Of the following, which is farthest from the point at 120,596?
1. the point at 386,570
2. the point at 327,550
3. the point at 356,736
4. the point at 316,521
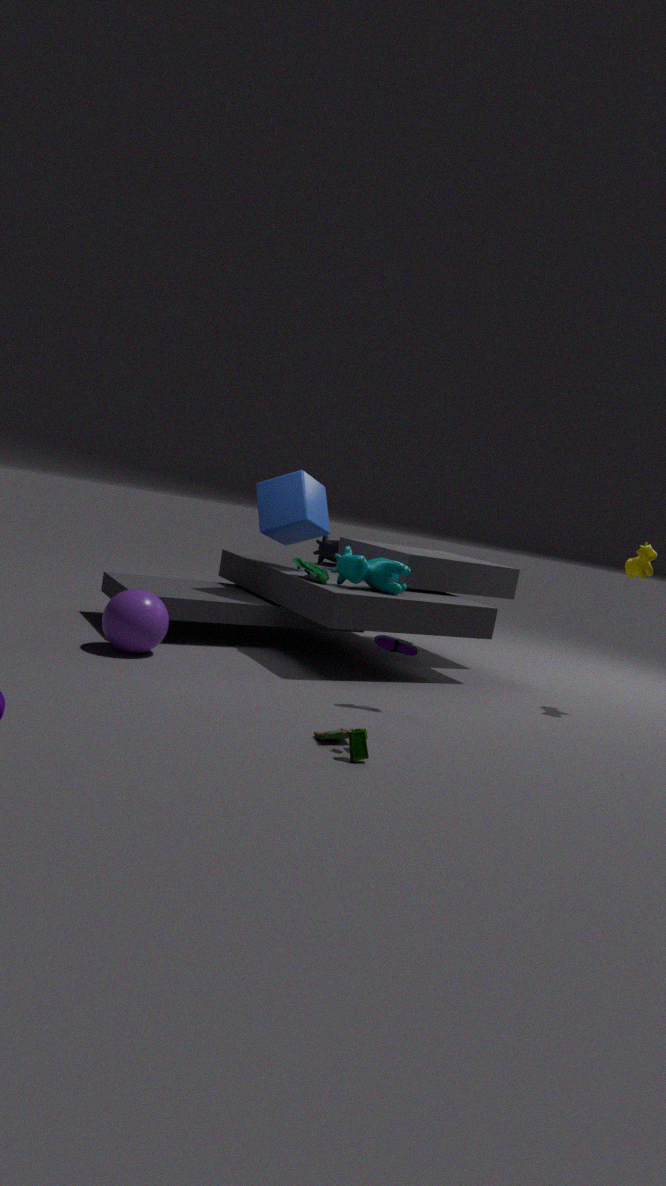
the point at 327,550
